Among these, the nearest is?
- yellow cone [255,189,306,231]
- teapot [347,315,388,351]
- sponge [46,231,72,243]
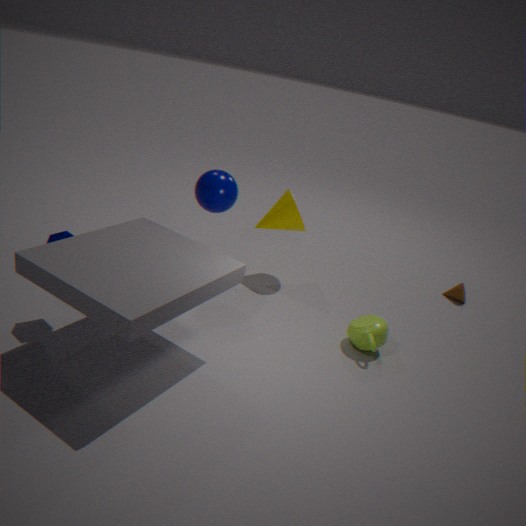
sponge [46,231,72,243]
